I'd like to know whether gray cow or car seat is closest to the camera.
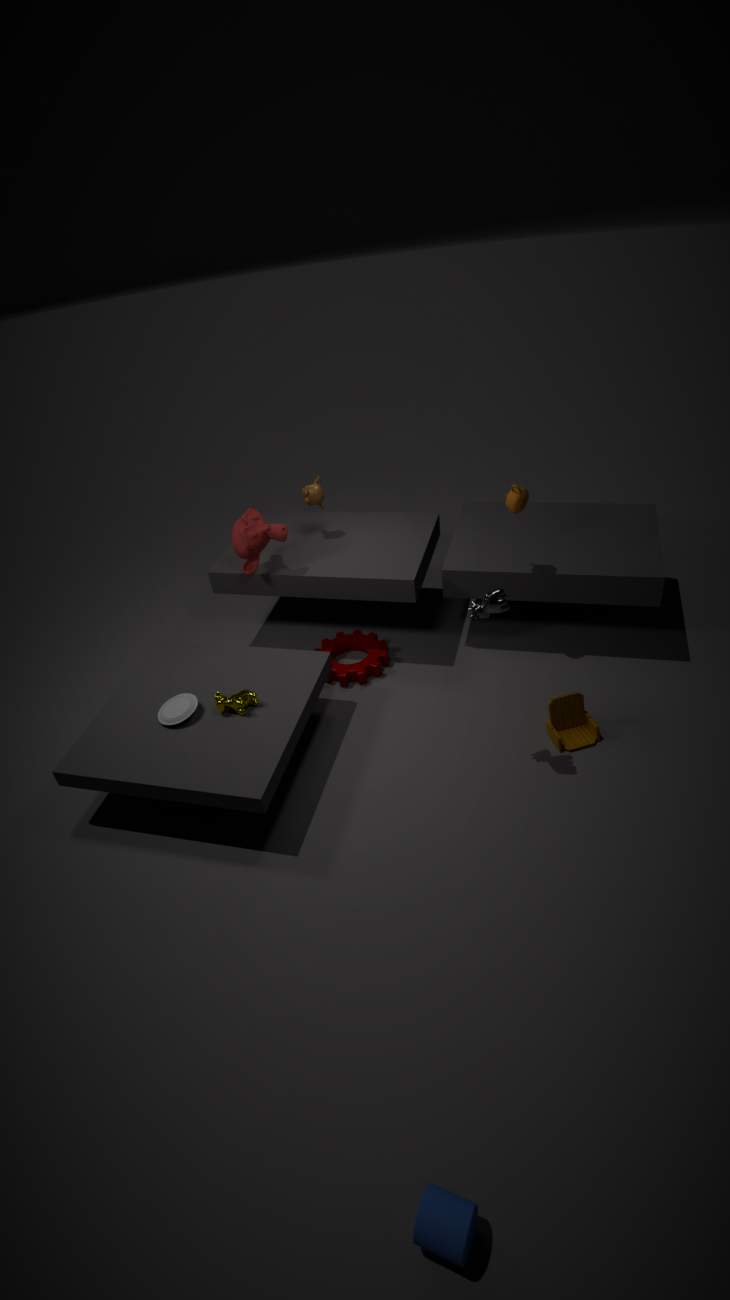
gray cow
